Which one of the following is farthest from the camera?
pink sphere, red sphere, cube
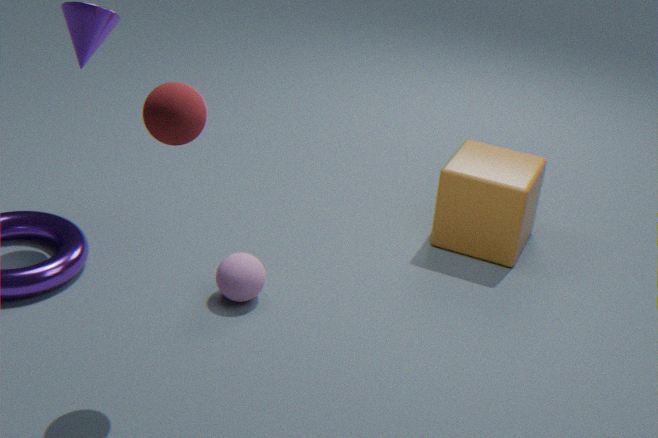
cube
